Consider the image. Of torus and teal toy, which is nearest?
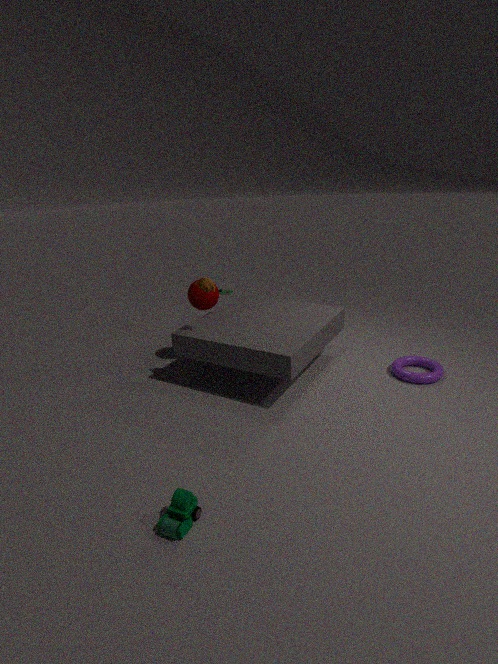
teal toy
